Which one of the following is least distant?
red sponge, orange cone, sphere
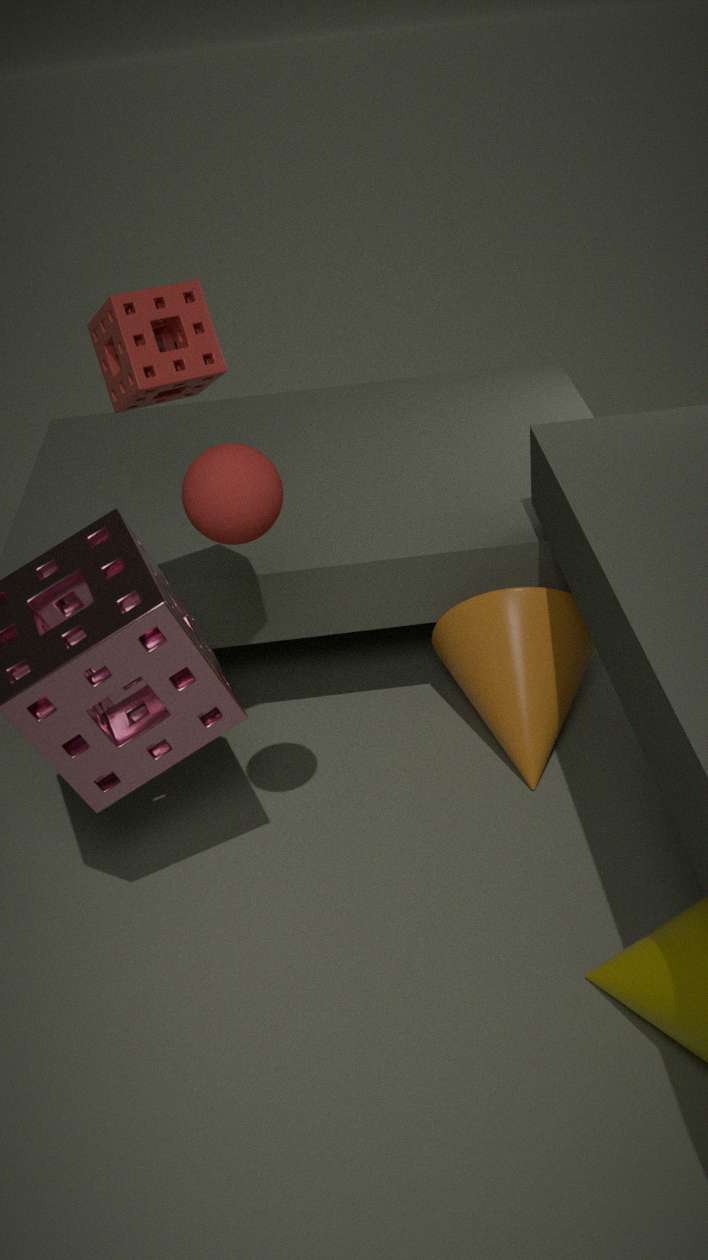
sphere
